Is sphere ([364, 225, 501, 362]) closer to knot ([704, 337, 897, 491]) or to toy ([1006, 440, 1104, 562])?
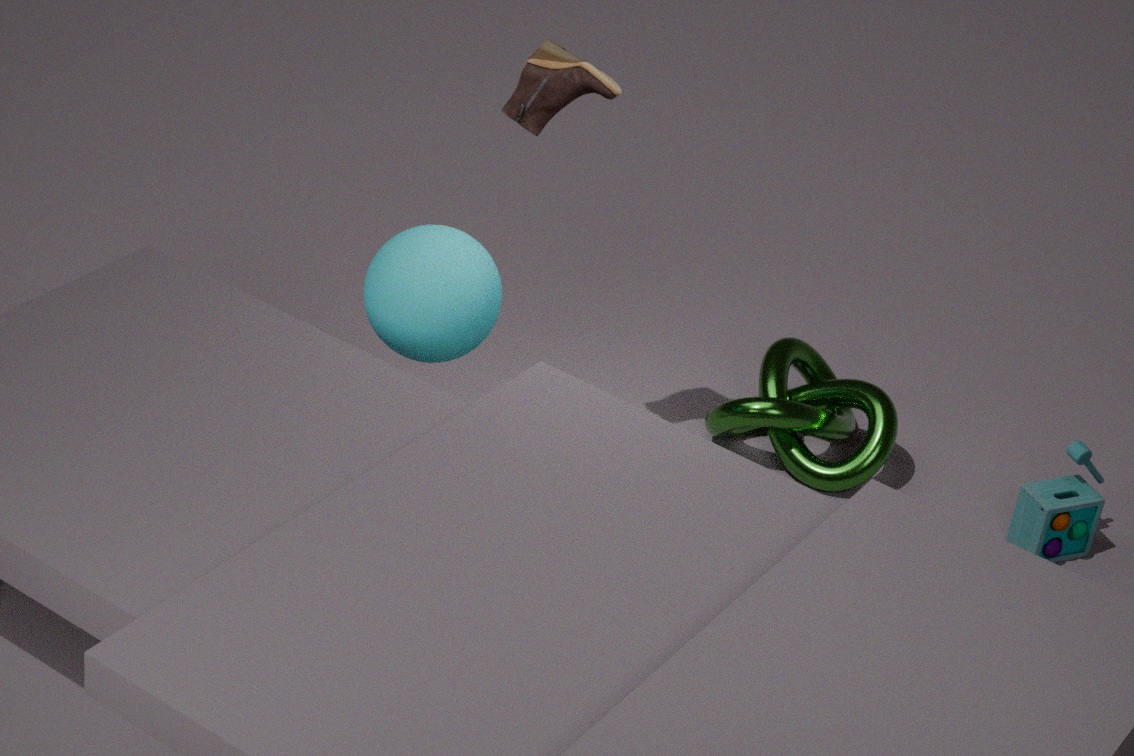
knot ([704, 337, 897, 491])
